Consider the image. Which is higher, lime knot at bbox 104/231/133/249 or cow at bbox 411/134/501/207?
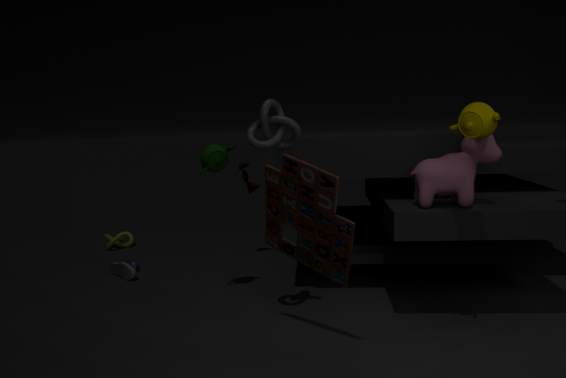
cow at bbox 411/134/501/207
